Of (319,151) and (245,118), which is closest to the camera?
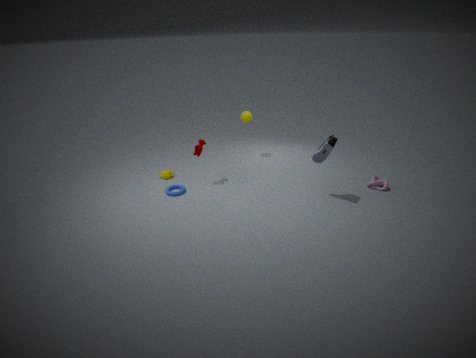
(319,151)
